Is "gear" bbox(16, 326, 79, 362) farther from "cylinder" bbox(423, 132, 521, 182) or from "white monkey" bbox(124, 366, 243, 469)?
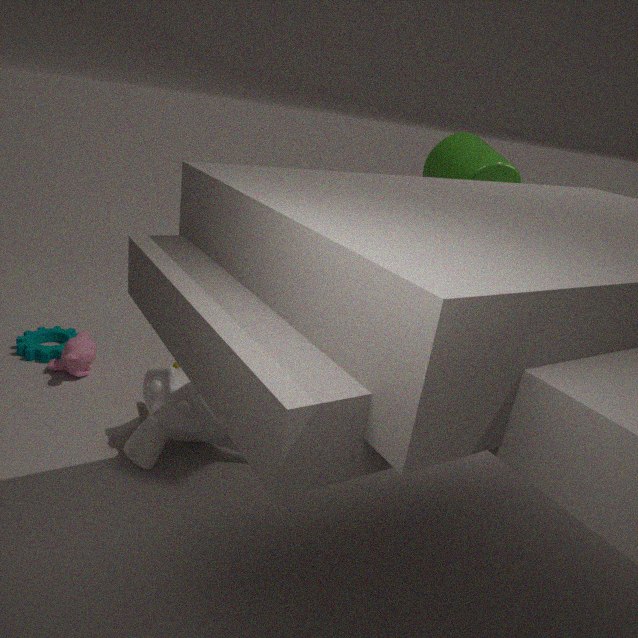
"cylinder" bbox(423, 132, 521, 182)
